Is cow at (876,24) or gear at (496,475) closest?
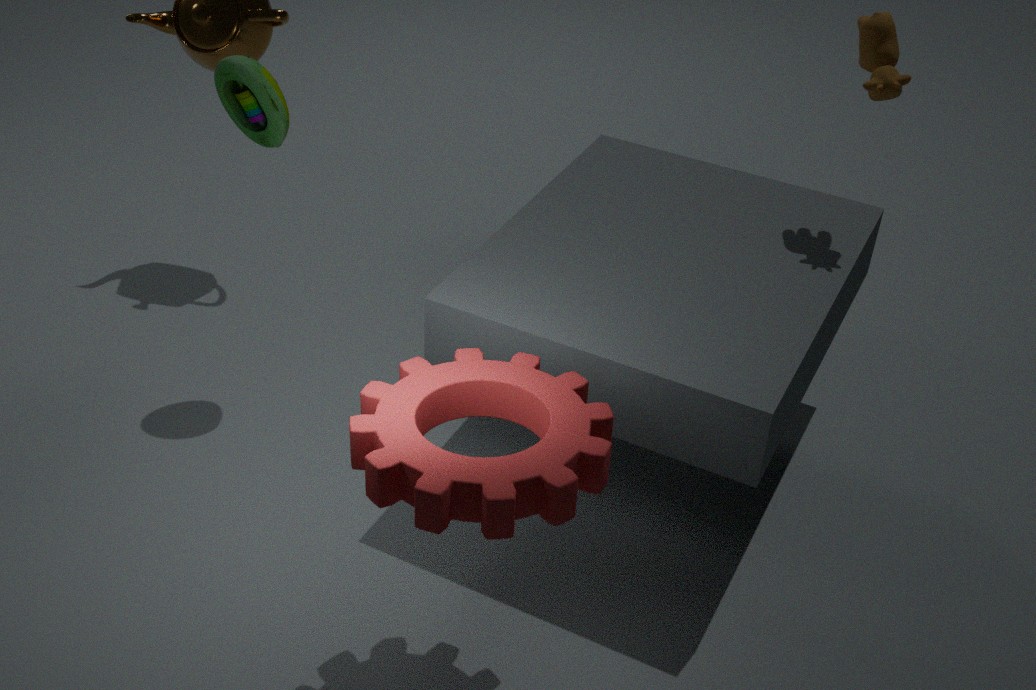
gear at (496,475)
